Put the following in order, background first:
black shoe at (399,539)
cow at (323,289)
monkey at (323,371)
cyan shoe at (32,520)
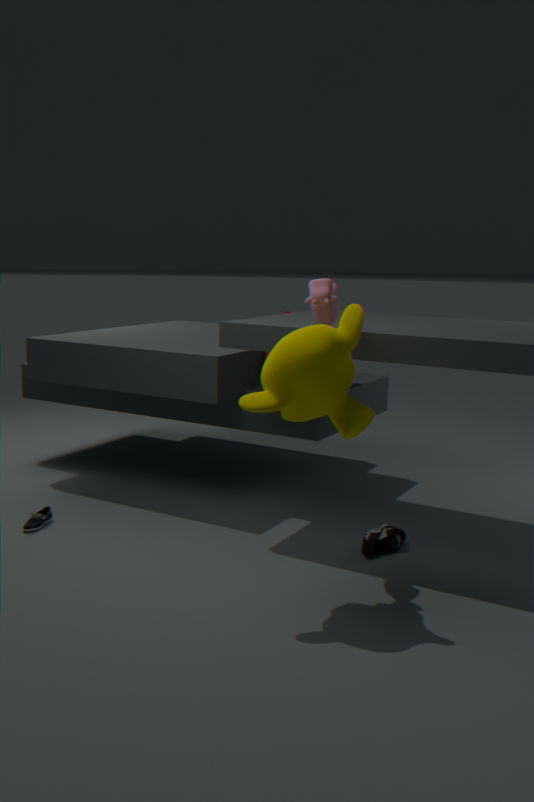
cyan shoe at (32,520) → black shoe at (399,539) → cow at (323,289) → monkey at (323,371)
